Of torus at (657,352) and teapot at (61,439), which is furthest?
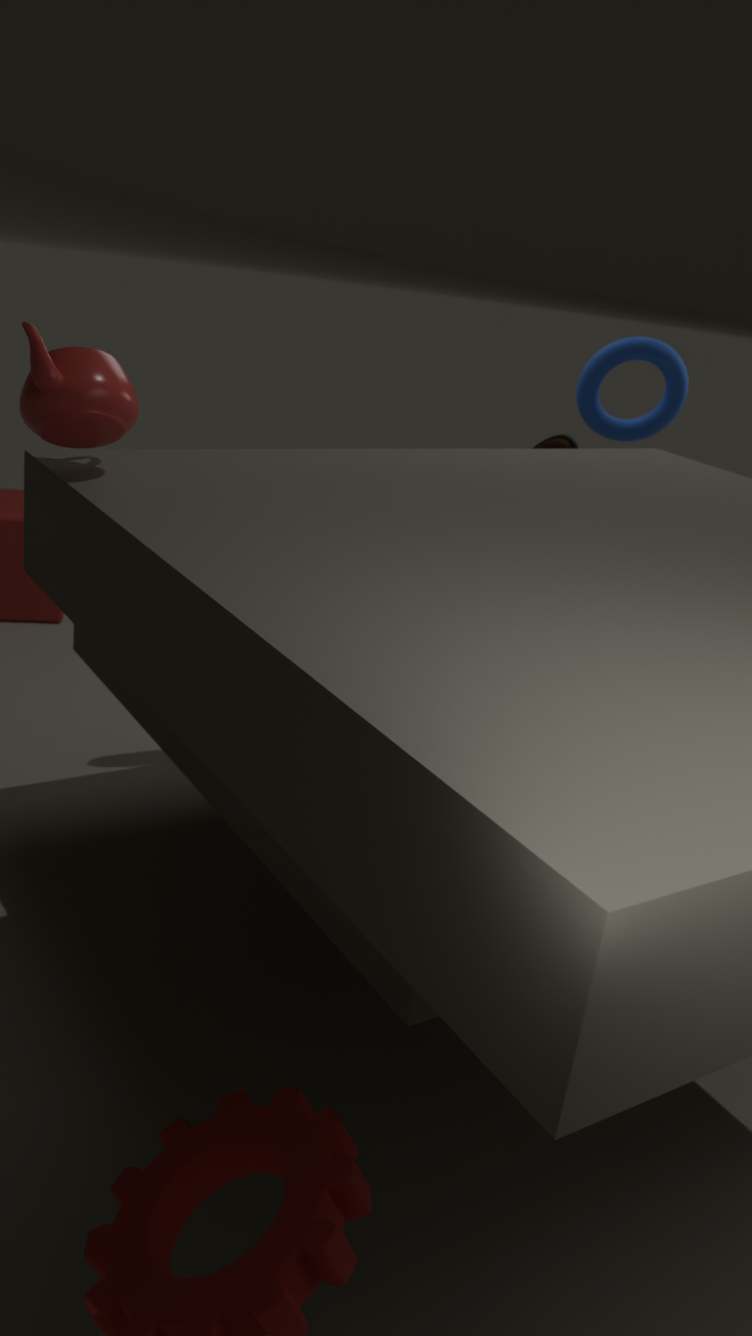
torus at (657,352)
